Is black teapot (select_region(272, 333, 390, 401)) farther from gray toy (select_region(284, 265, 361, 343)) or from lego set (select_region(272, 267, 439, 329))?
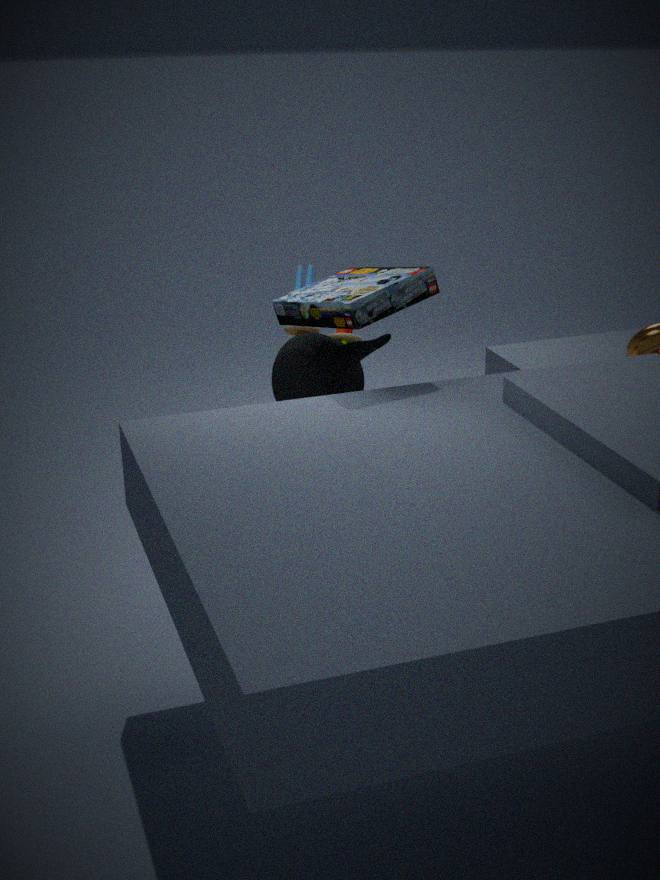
lego set (select_region(272, 267, 439, 329))
